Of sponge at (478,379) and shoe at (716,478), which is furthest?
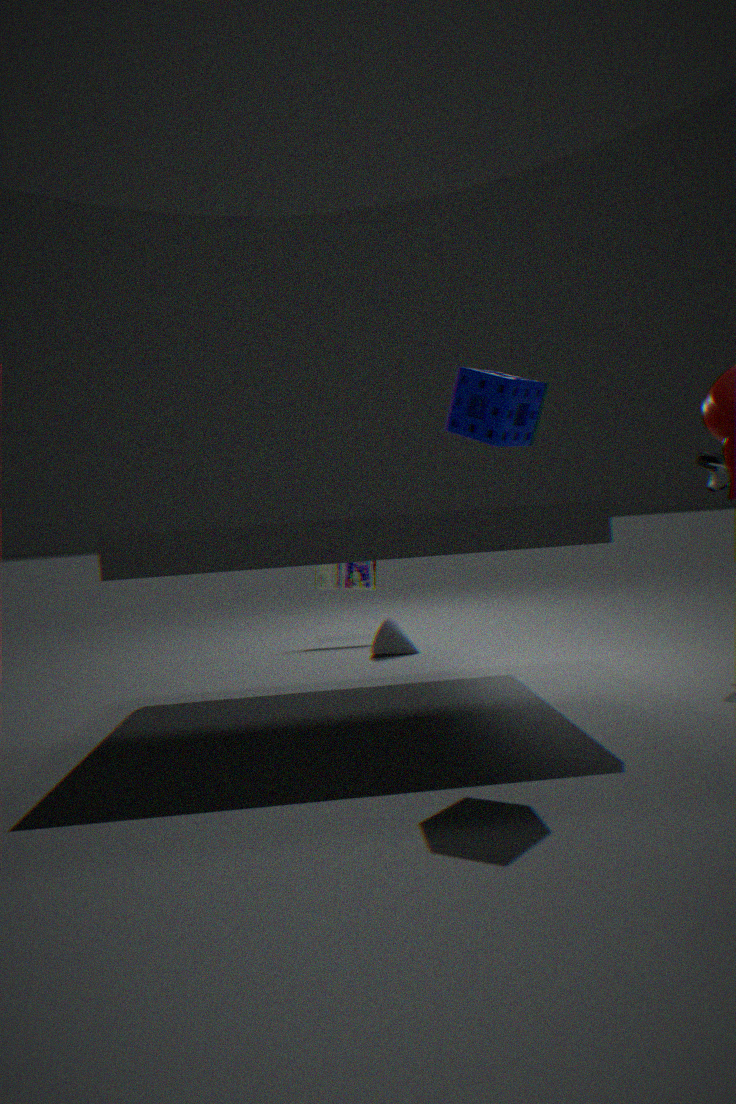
shoe at (716,478)
